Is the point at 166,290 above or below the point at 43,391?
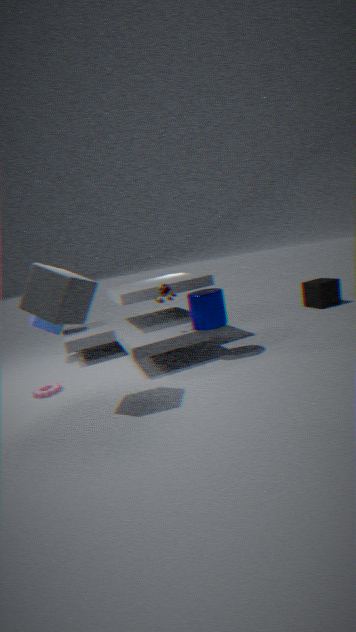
above
